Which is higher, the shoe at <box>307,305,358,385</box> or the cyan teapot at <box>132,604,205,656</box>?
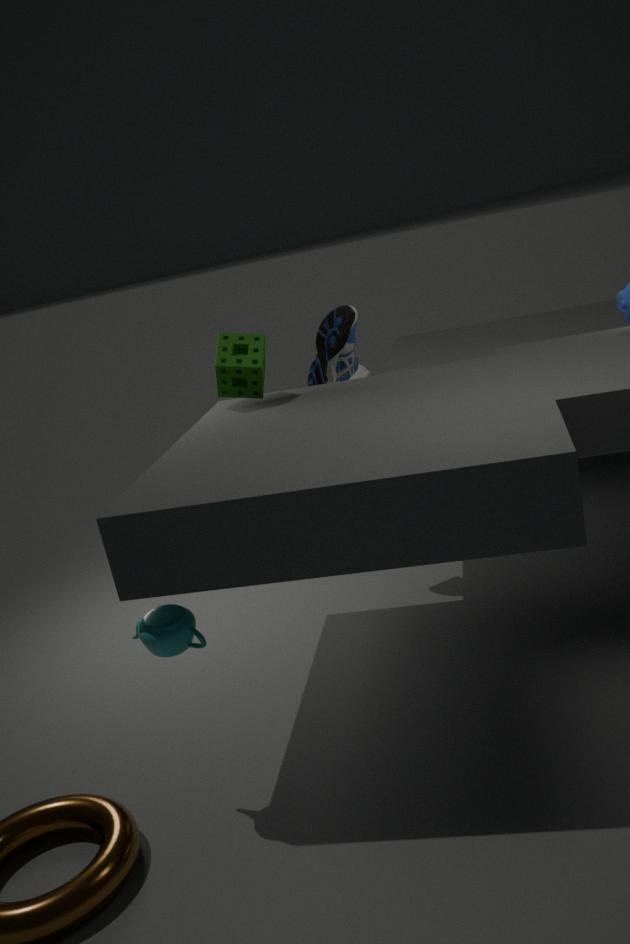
the shoe at <box>307,305,358,385</box>
